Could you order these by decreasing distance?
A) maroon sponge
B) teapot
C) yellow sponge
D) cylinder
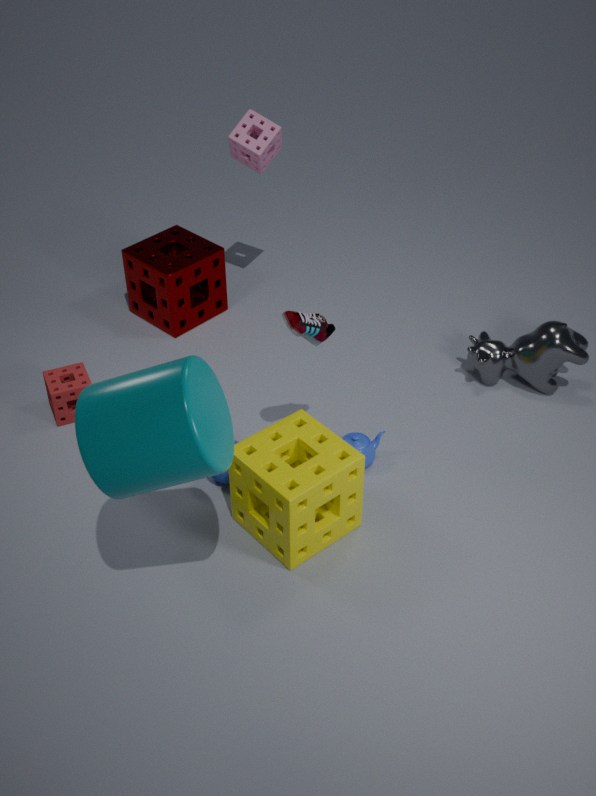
maroon sponge < teapot < yellow sponge < cylinder
